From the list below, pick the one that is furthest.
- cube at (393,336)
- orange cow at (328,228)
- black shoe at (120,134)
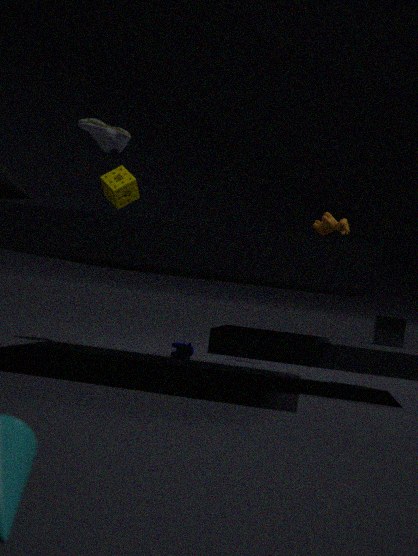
orange cow at (328,228)
